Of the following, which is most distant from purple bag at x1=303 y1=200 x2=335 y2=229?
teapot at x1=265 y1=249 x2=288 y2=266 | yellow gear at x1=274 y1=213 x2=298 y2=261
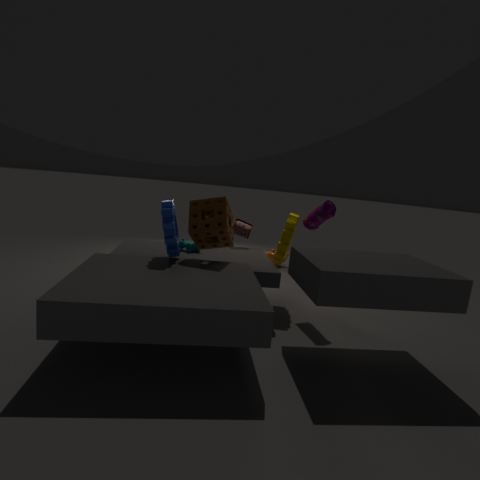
teapot at x1=265 y1=249 x2=288 y2=266
